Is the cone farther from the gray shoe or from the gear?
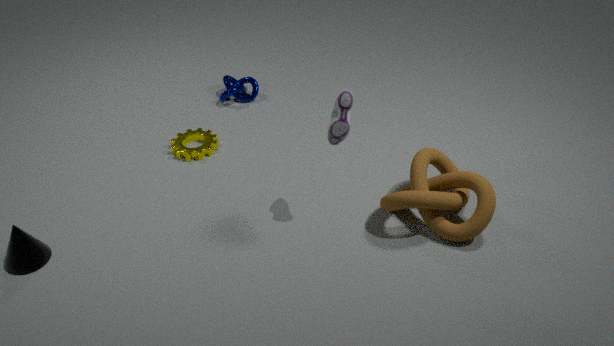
the gray shoe
